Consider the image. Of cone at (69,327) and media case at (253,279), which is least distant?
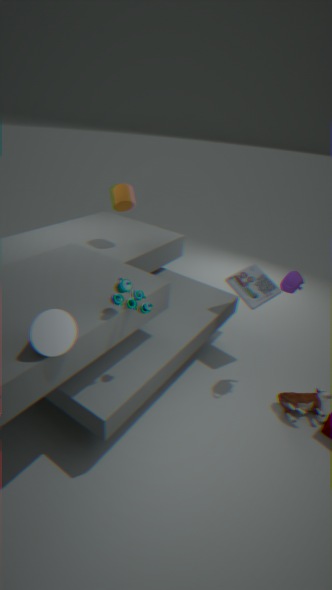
cone at (69,327)
